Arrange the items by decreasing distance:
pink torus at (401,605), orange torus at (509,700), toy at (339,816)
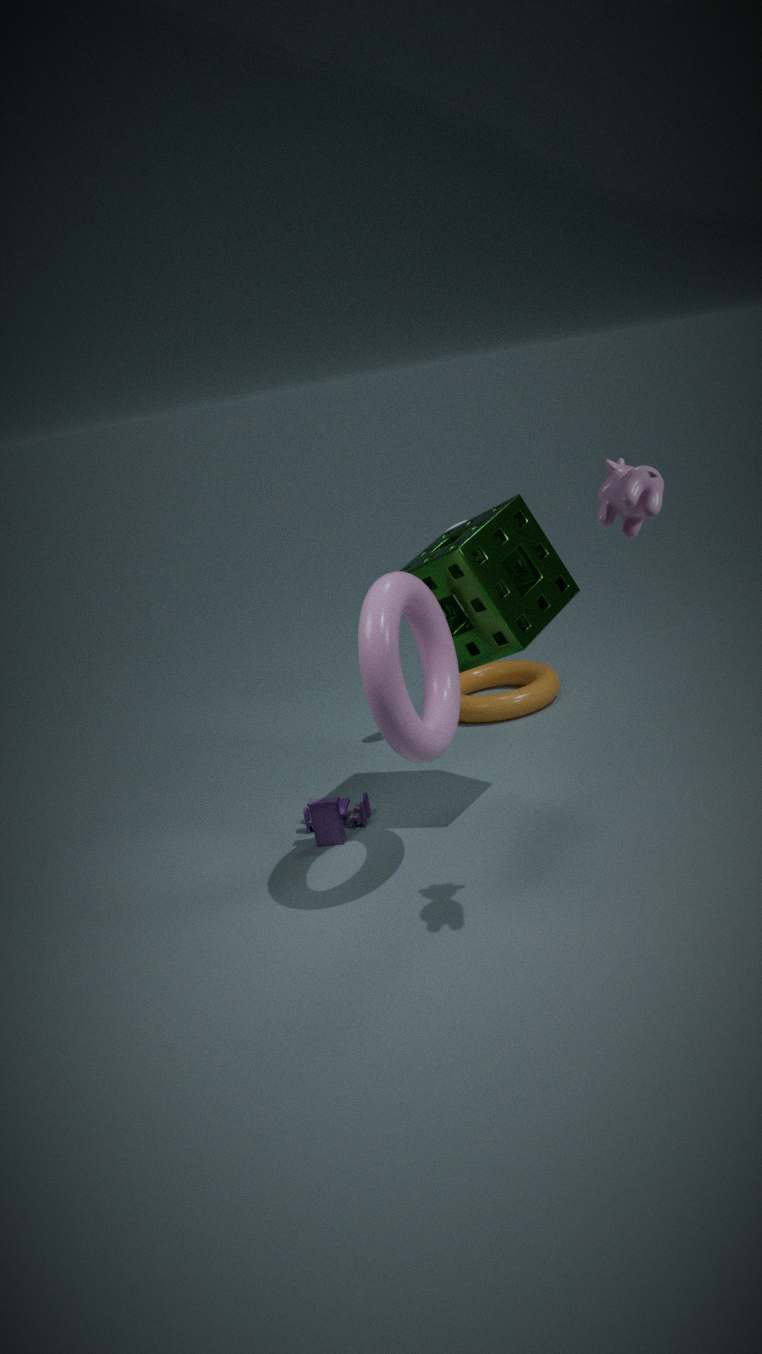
orange torus at (509,700) → toy at (339,816) → pink torus at (401,605)
